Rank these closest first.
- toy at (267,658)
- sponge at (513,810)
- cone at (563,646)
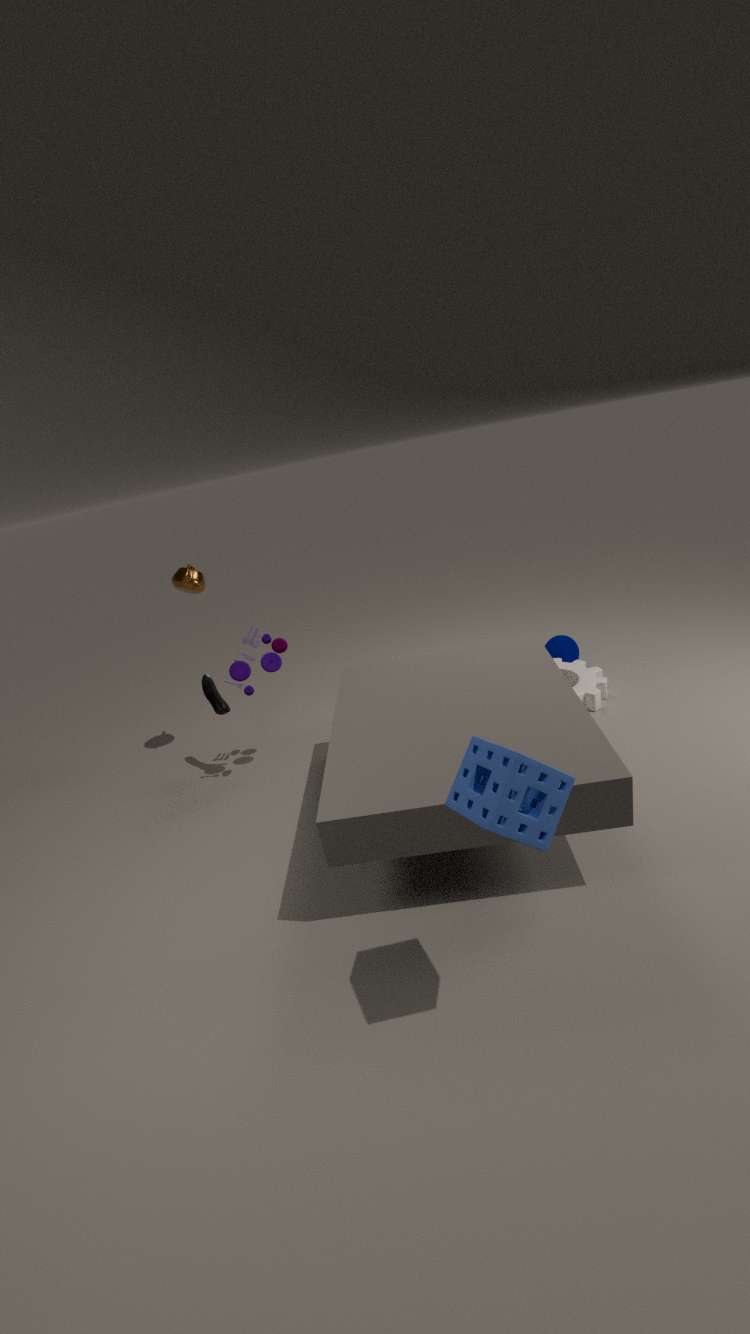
sponge at (513,810)
toy at (267,658)
cone at (563,646)
